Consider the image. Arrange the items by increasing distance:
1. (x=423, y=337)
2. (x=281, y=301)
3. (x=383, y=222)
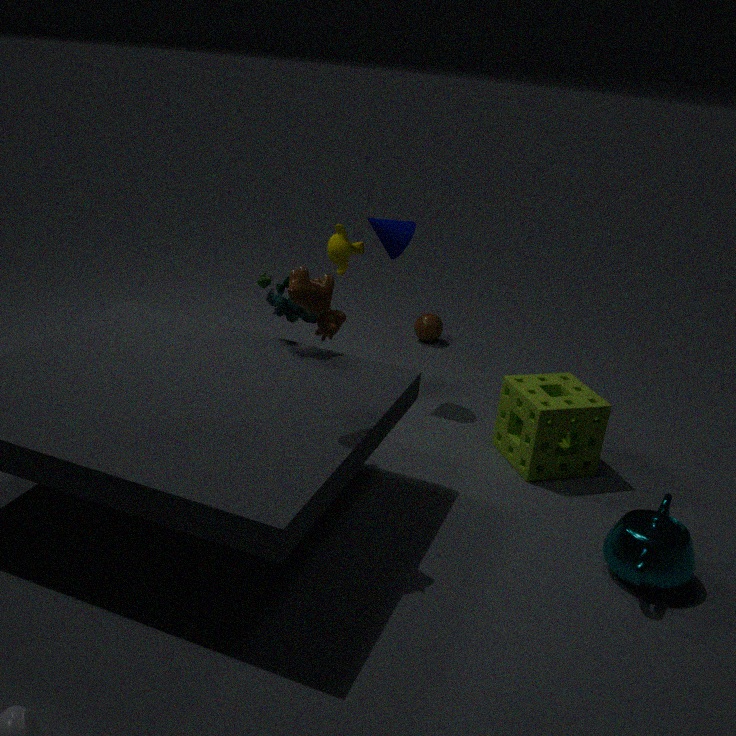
(x=281, y=301) < (x=383, y=222) < (x=423, y=337)
